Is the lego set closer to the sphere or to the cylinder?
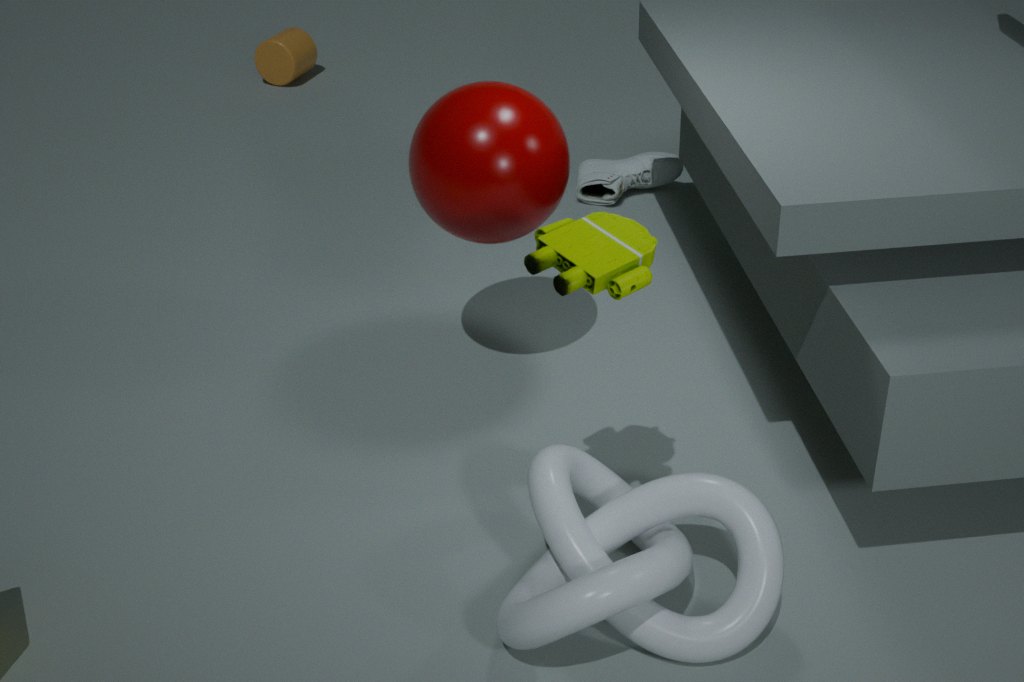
the sphere
